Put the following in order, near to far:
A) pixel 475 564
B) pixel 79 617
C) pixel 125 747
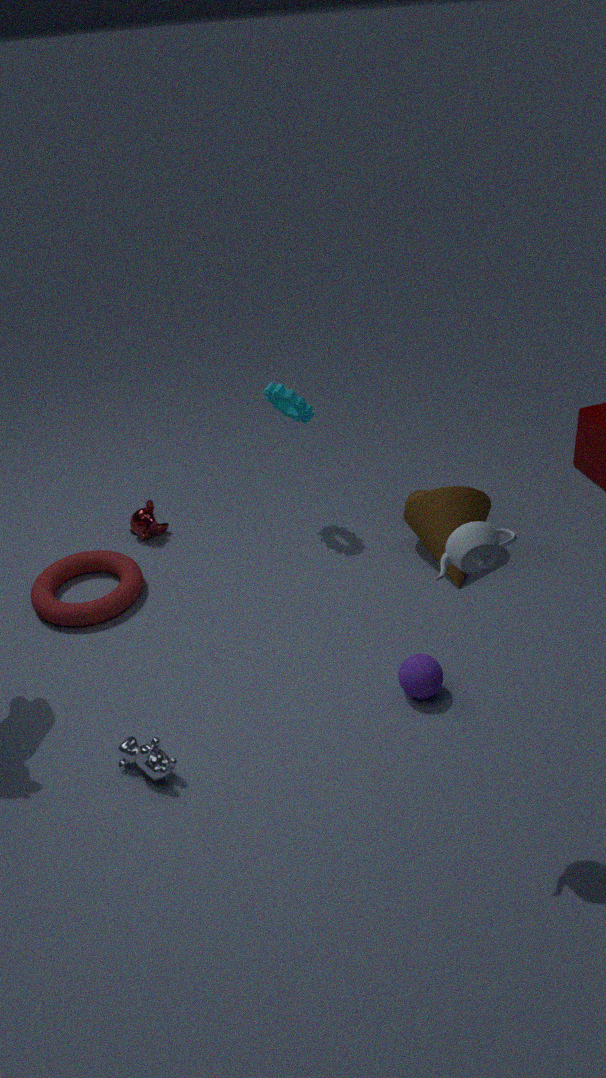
pixel 475 564, pixel 125 747, pixel 79 617
